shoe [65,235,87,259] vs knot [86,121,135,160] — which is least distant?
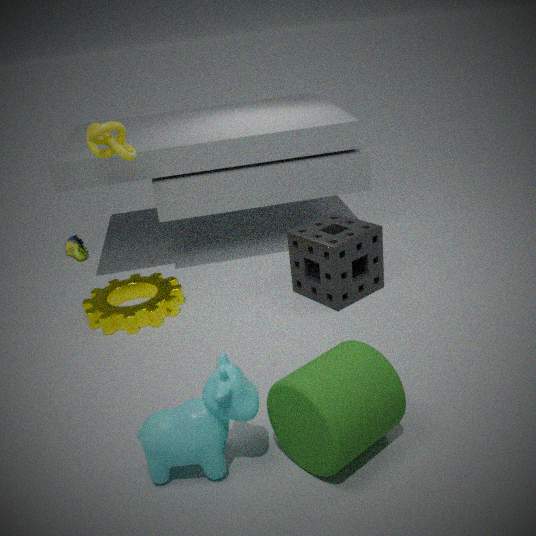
knot [86,121,135,160]
